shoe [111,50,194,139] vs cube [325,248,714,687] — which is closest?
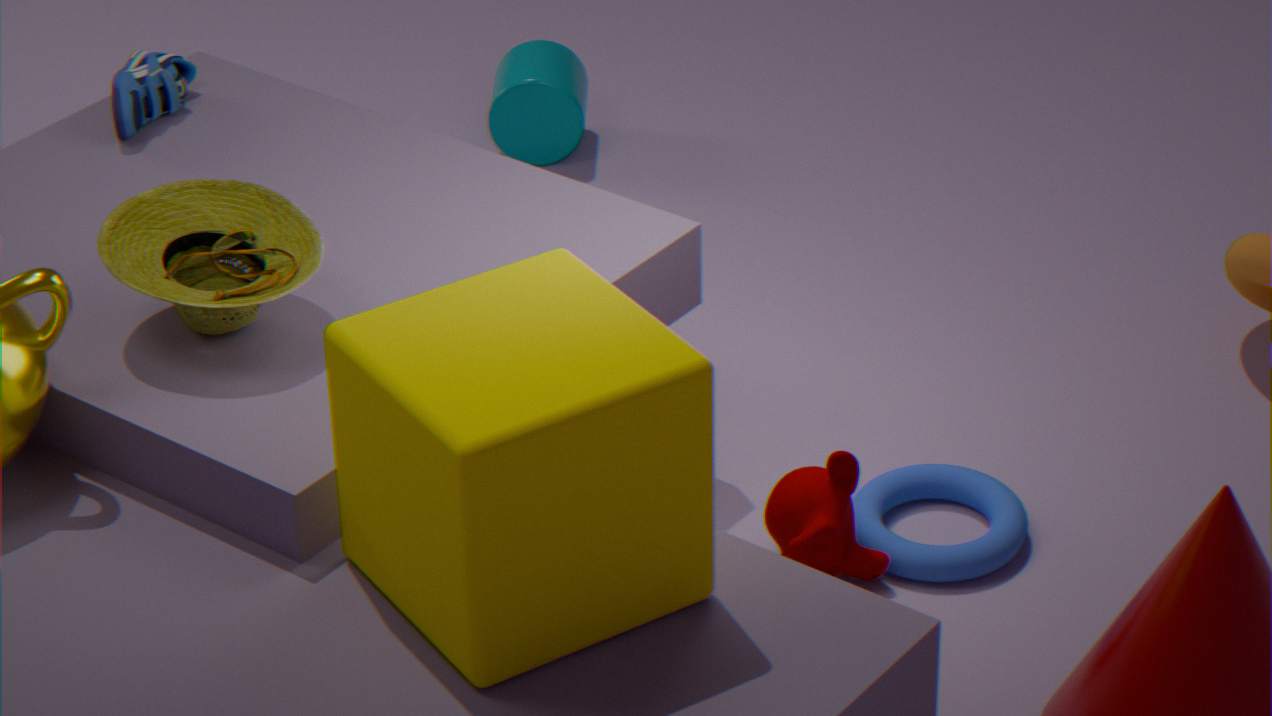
cube [325,248,714,687]
